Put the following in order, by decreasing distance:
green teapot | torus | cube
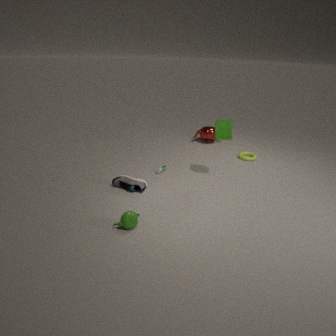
torus, cube, green teapot
